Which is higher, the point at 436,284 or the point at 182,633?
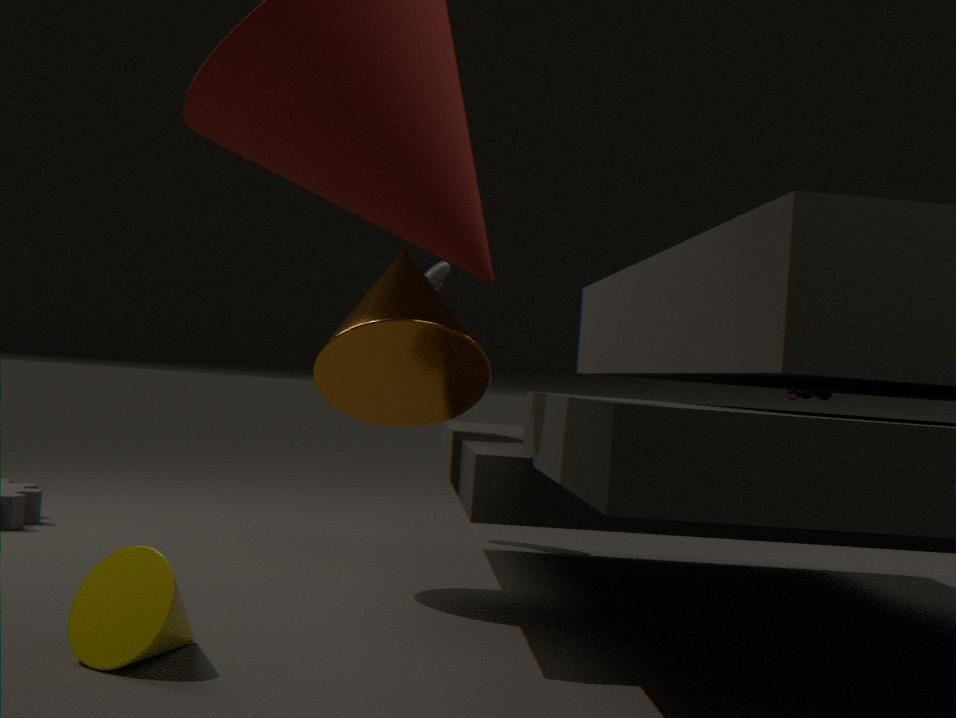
the point at 436,284
